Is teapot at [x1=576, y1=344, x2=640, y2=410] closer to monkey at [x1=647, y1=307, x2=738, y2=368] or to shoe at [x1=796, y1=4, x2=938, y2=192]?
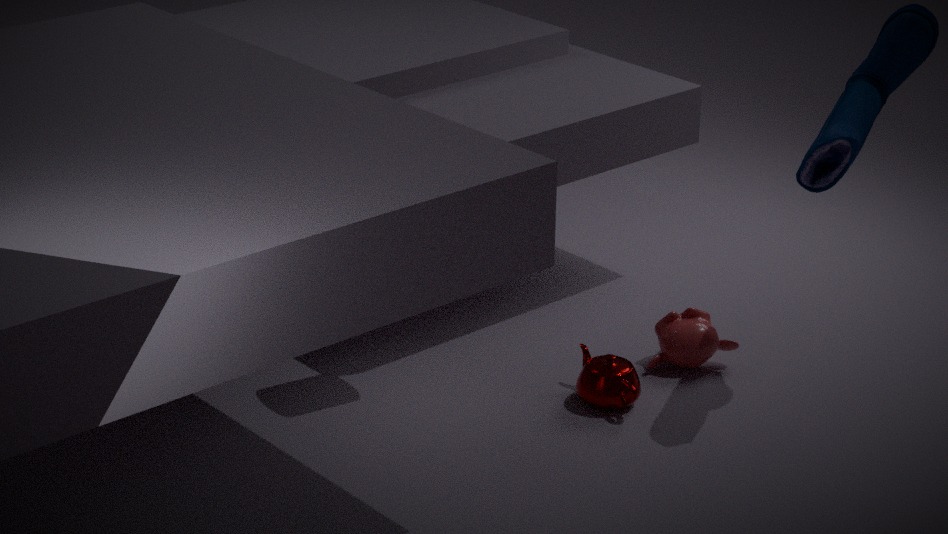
monkey at [x1=647, y1=307, x2=738, y2=368]
